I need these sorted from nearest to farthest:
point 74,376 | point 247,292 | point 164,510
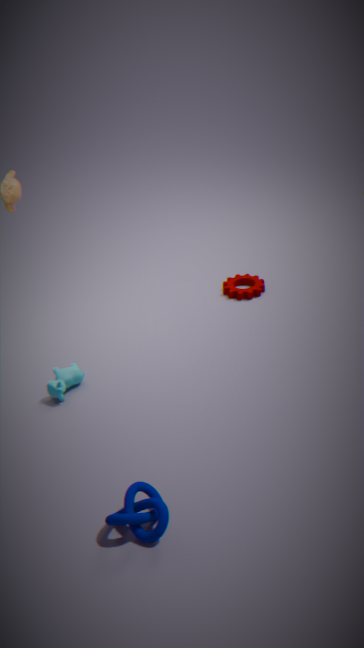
point 164,510, point 74,376, point 247,292
